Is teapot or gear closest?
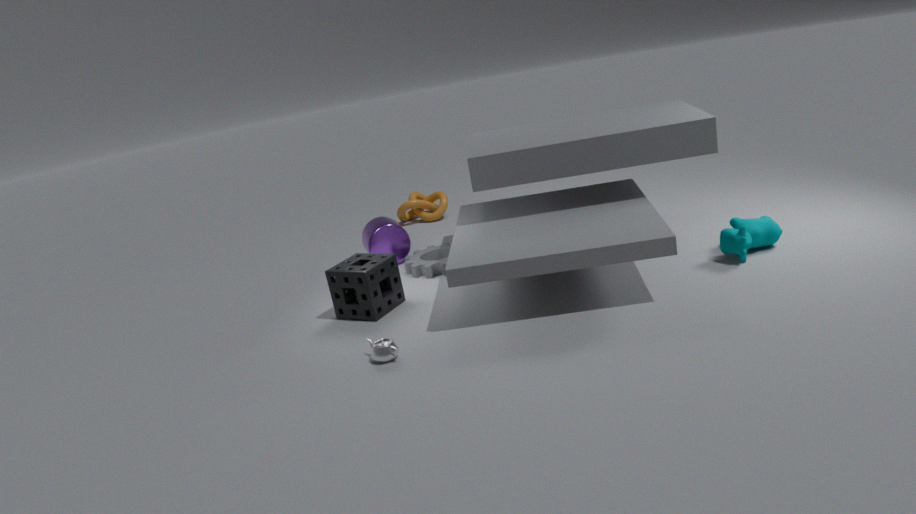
teapot
